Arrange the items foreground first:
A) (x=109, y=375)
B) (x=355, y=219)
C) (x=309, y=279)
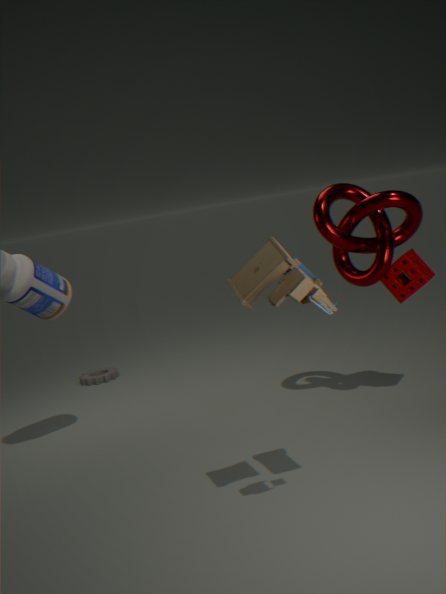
(x=309, y=279) → (x=355, y=219) → (x=109, y=375)
